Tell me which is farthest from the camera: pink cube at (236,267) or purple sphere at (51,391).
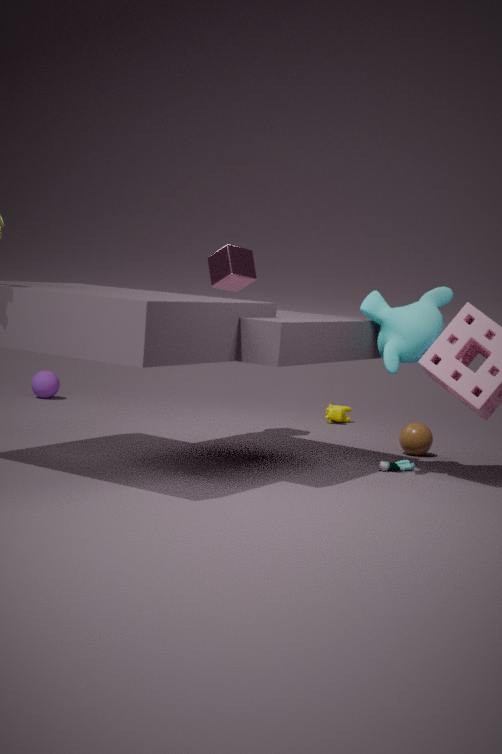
purple sphere at (51,391)
